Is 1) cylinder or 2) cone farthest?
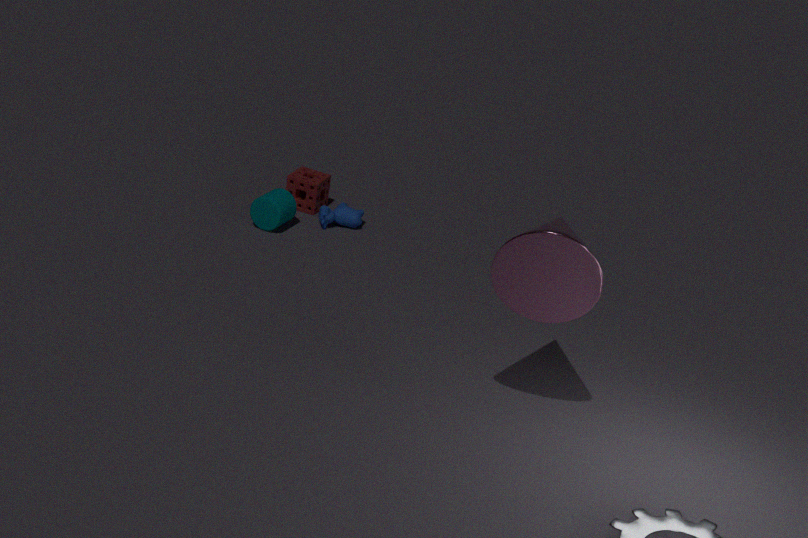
1. cylinder
